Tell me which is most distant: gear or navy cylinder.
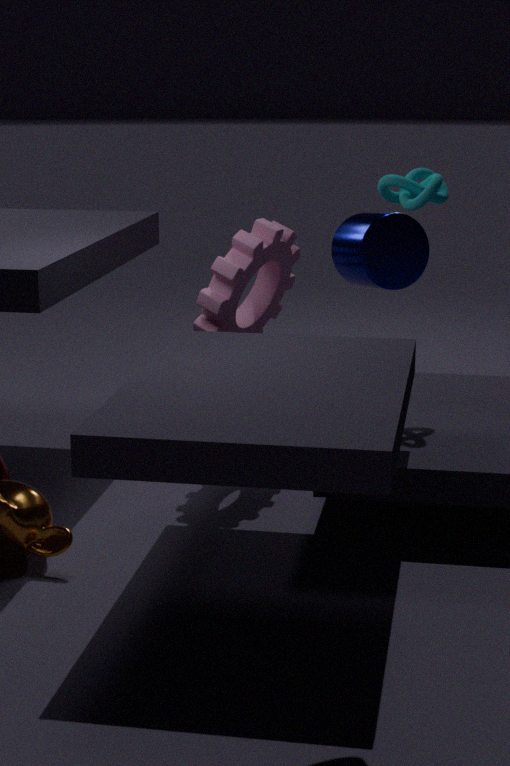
gear
